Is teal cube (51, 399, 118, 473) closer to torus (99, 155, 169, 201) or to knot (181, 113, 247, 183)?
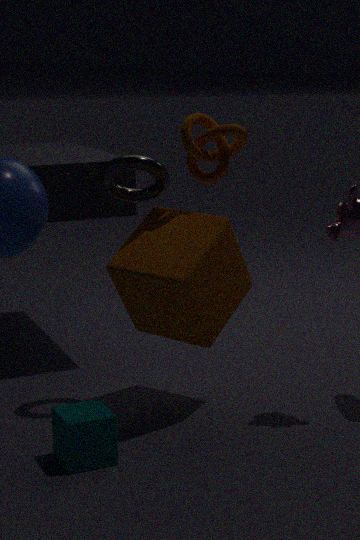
torus (99, 155, 169, 201)
